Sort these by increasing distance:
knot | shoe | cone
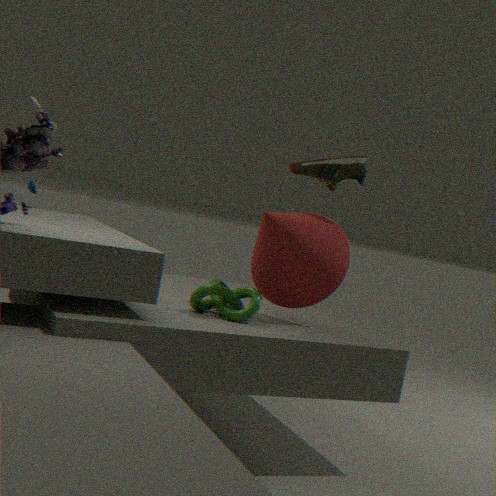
knot → cone → shoe
